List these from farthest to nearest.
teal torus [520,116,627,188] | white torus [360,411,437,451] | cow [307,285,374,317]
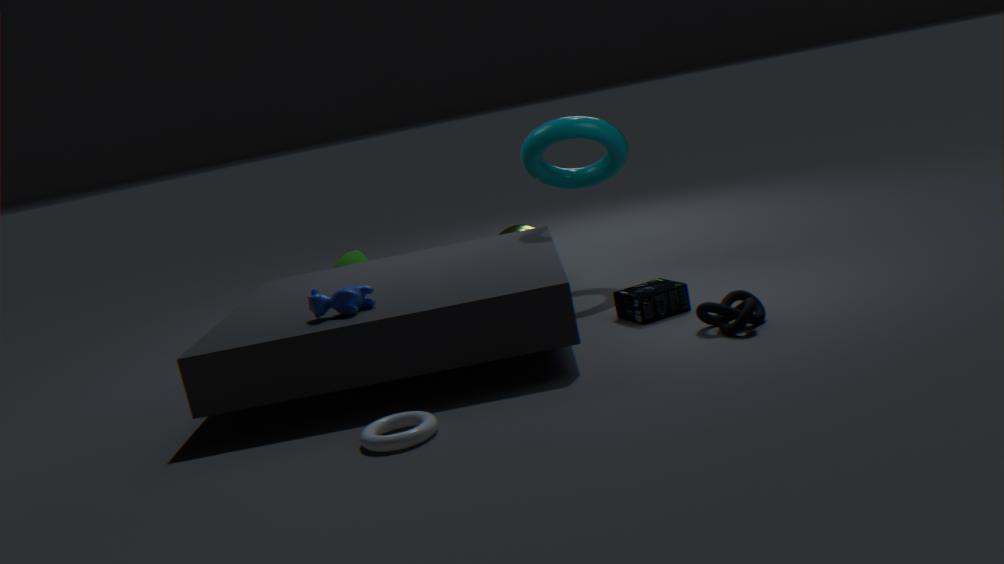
teal torus [520,116,627,188], cow [307,285,374,317], white torus [360,411,437,451]
